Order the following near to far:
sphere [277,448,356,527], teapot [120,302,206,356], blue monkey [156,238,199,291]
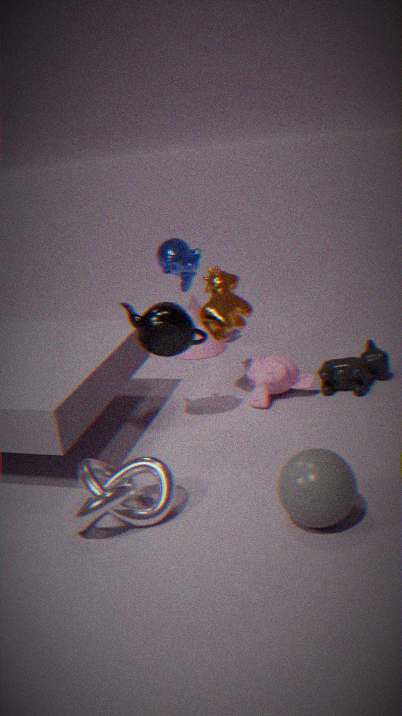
sphere [277,448,356,527]
teapot [120,302,206,356]
blue monkey [156,238,199,291]
